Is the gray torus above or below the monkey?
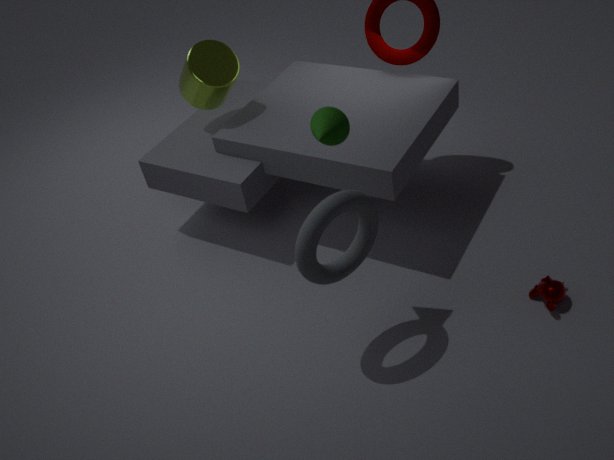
above
